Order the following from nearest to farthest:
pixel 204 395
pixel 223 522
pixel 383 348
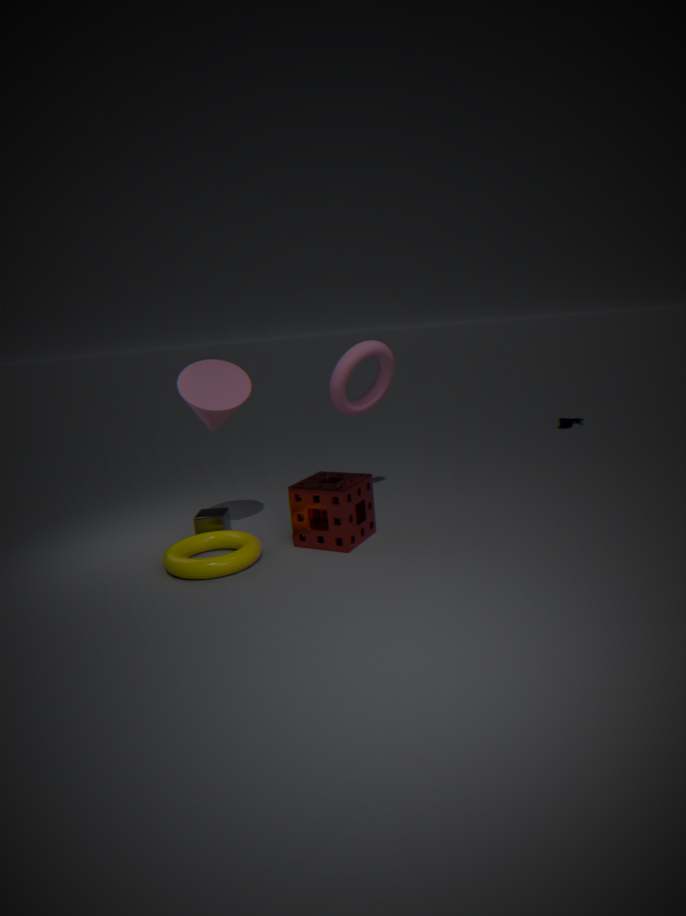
pixel 204 395
pixel 223 522
pixel 383 348
